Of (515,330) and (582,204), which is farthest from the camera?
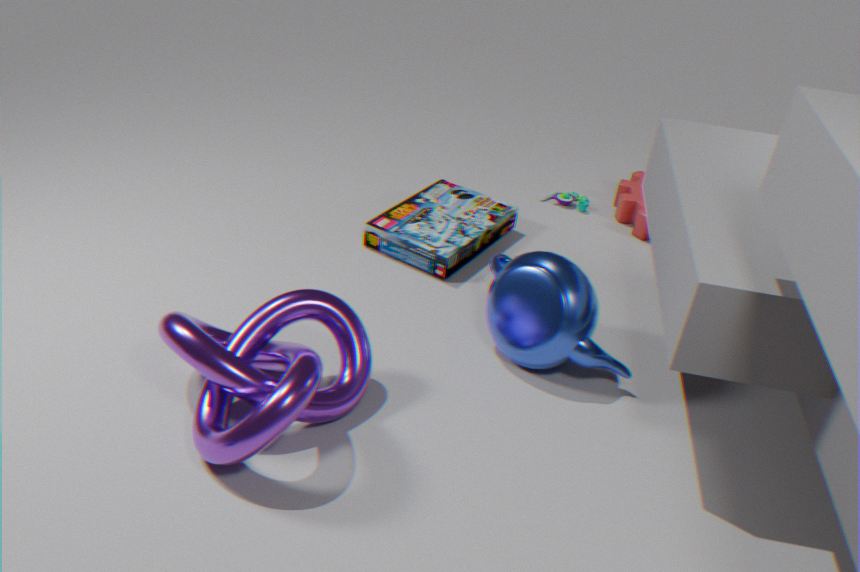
(582,204)
